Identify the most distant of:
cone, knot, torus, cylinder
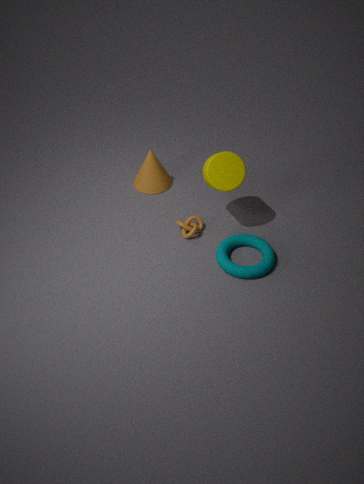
cone
